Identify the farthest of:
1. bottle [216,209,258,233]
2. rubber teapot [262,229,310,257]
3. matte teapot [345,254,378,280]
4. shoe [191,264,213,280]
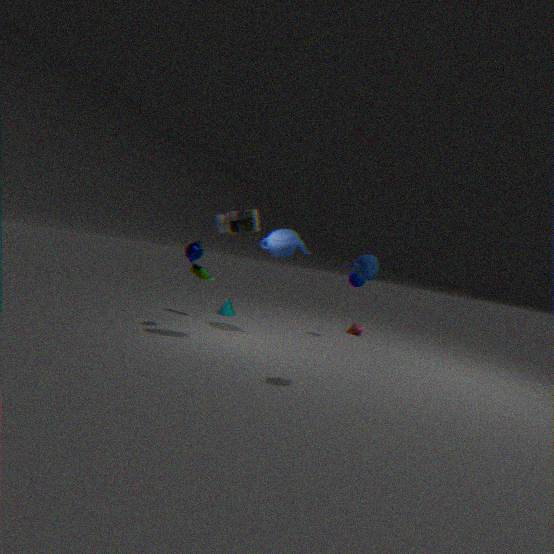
shoe [191,264,213,280]
